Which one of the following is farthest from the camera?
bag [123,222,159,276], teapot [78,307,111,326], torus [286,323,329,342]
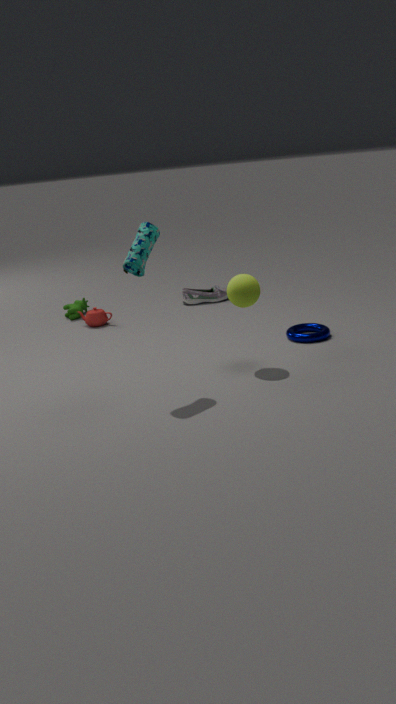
teapot [78,307,111,326]
